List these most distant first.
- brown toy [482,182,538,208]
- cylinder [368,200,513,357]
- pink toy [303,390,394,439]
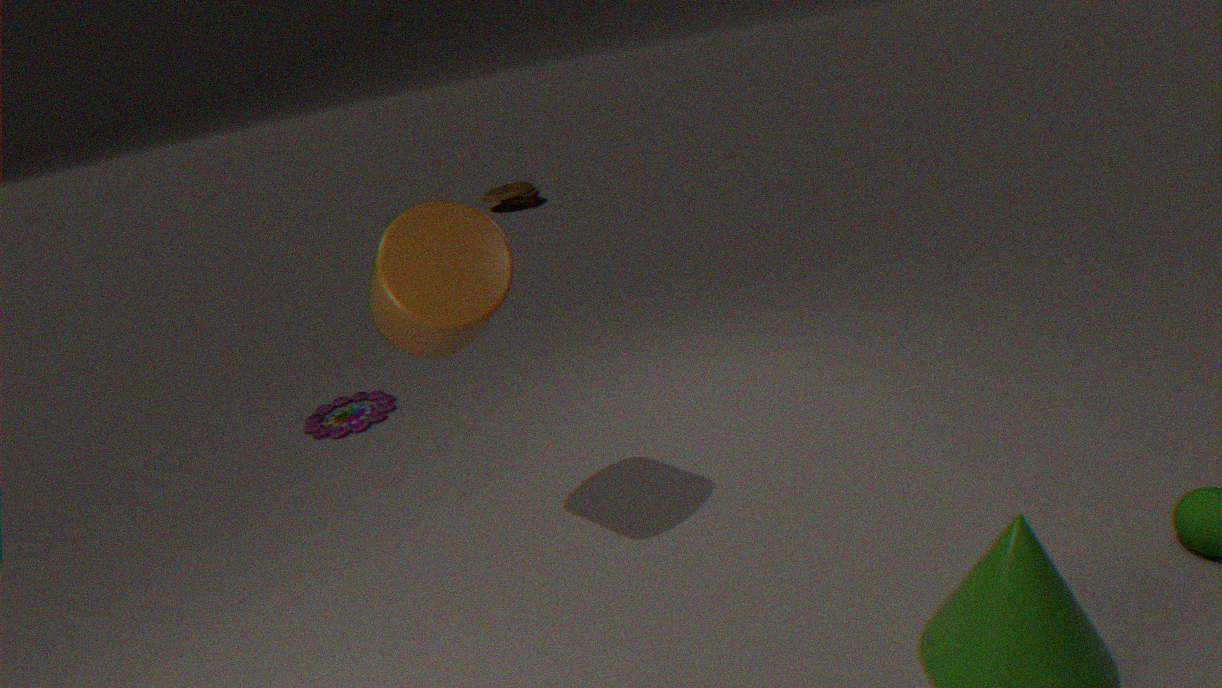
brown toy [482,182,538,208], pink toy [303,390,394,439], cylinder [368,200,513,357]
